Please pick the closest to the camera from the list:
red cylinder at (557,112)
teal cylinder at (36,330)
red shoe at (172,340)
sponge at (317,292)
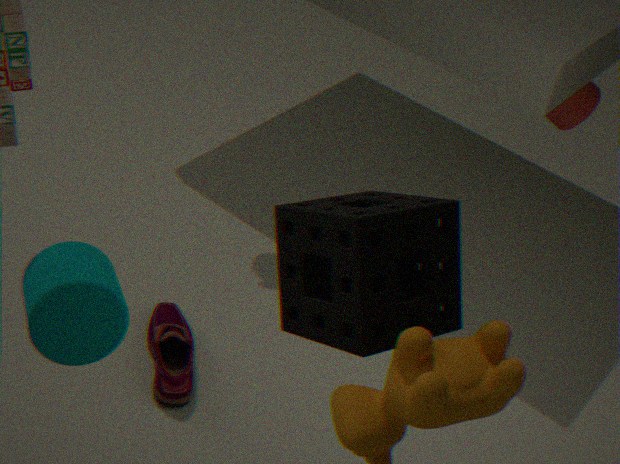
sponge at (317,292)
